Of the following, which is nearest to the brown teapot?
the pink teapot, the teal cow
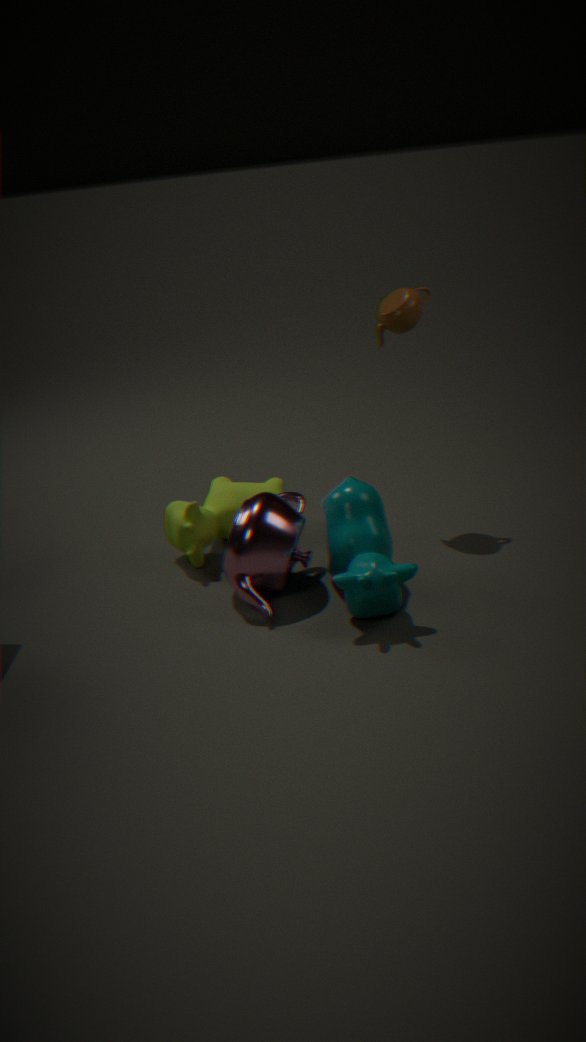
the teal cow
